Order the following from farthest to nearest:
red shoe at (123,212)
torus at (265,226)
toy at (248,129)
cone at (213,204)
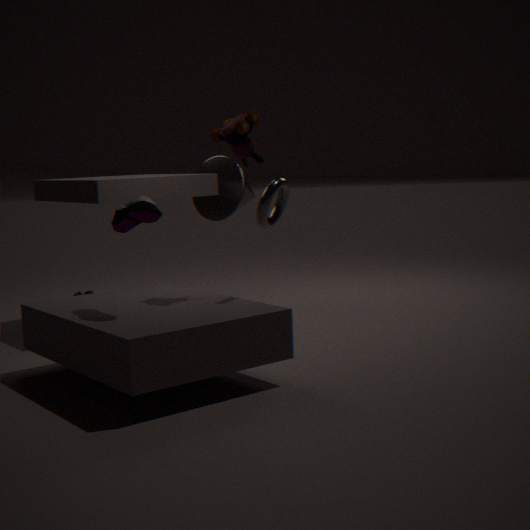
cone at (213,204), toy at (248,129), torus at (265,226), red shoe at (123,212)
